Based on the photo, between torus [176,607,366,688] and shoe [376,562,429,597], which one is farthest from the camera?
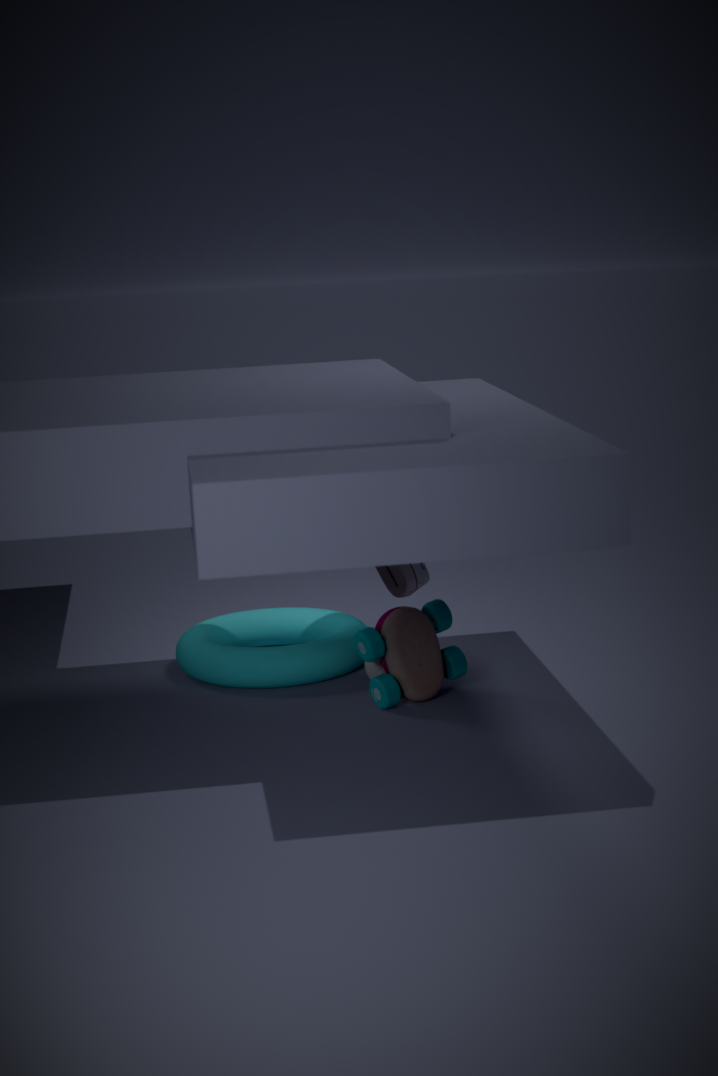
torus [176,607,366,688]
